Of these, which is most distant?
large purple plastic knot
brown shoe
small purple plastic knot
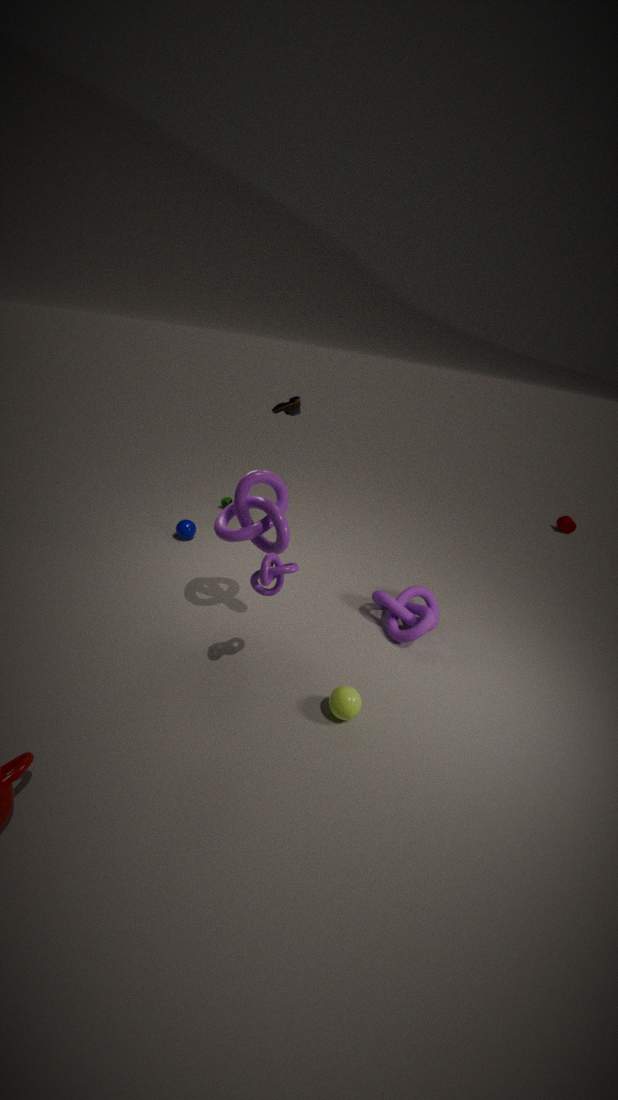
brown shoe
